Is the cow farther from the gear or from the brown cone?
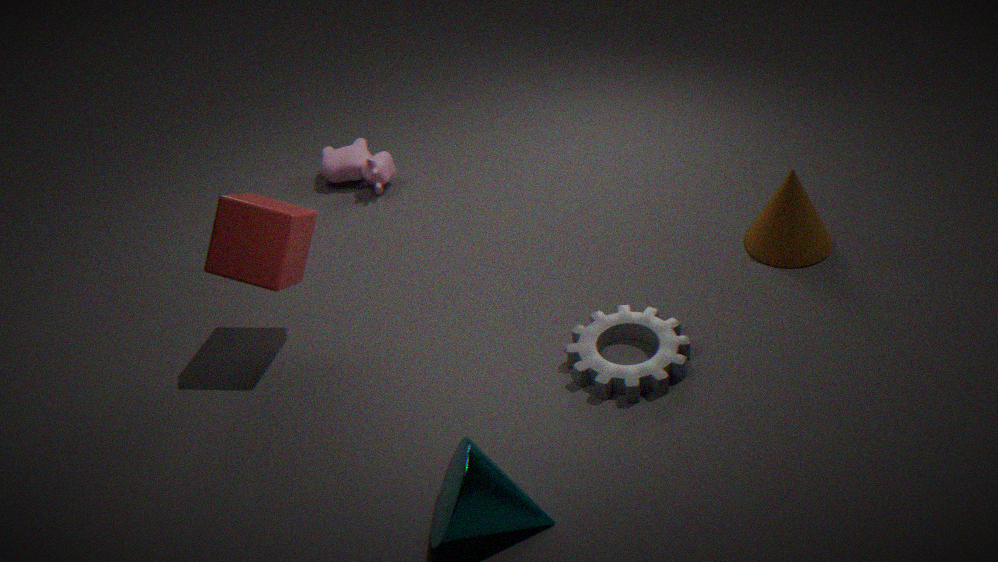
the brown cone
